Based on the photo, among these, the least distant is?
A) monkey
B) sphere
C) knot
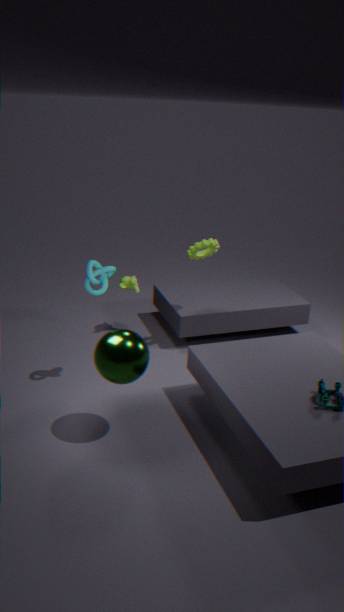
sphere
